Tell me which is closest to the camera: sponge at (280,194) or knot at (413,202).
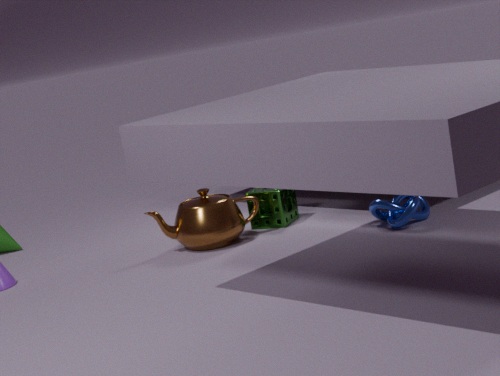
knot at (413,202)
